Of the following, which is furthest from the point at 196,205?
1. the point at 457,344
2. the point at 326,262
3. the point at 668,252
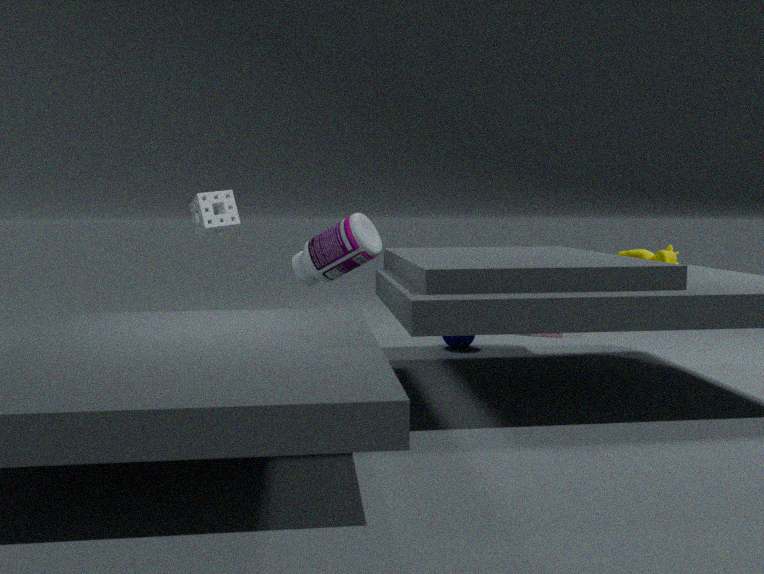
the point at 668,252
